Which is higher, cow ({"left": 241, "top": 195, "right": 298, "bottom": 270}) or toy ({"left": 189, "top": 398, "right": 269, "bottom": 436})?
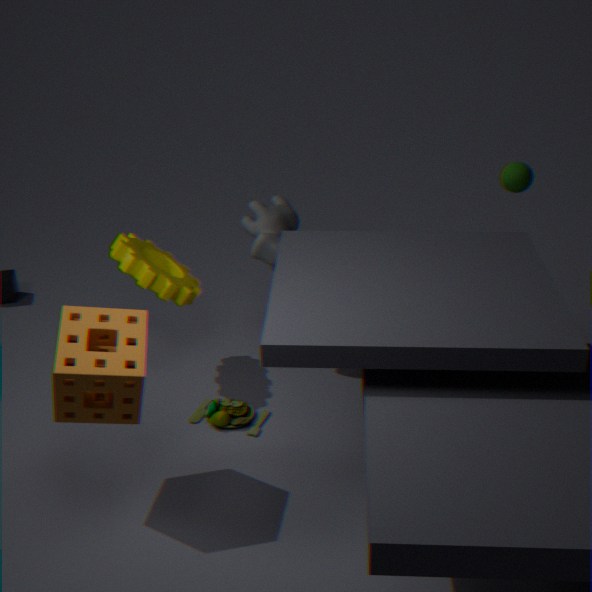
cow ({"left": 241, "top": 195, "right": 298, "bottom": 270})
